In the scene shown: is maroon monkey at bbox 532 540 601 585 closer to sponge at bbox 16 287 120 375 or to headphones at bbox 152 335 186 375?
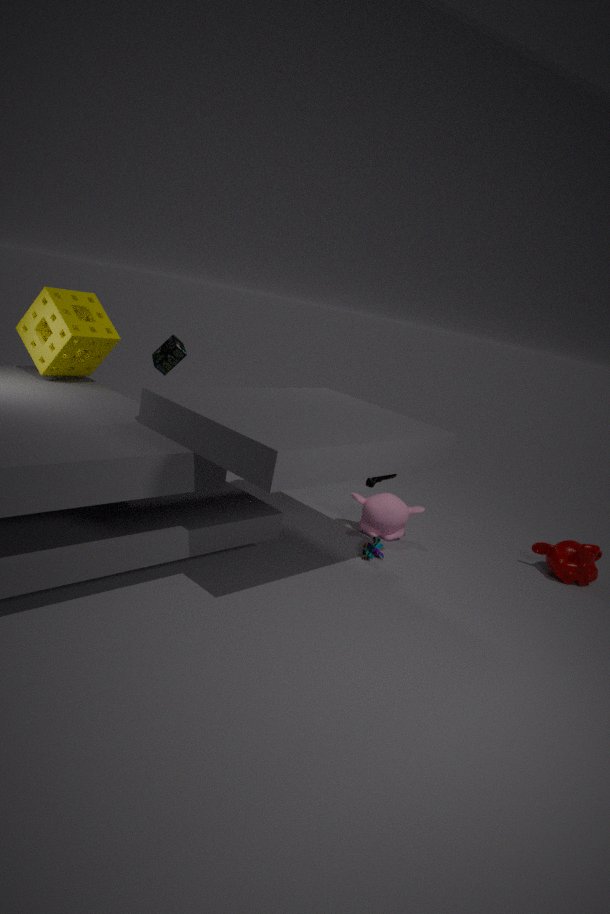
headphones at bbox 152 335 186 375
